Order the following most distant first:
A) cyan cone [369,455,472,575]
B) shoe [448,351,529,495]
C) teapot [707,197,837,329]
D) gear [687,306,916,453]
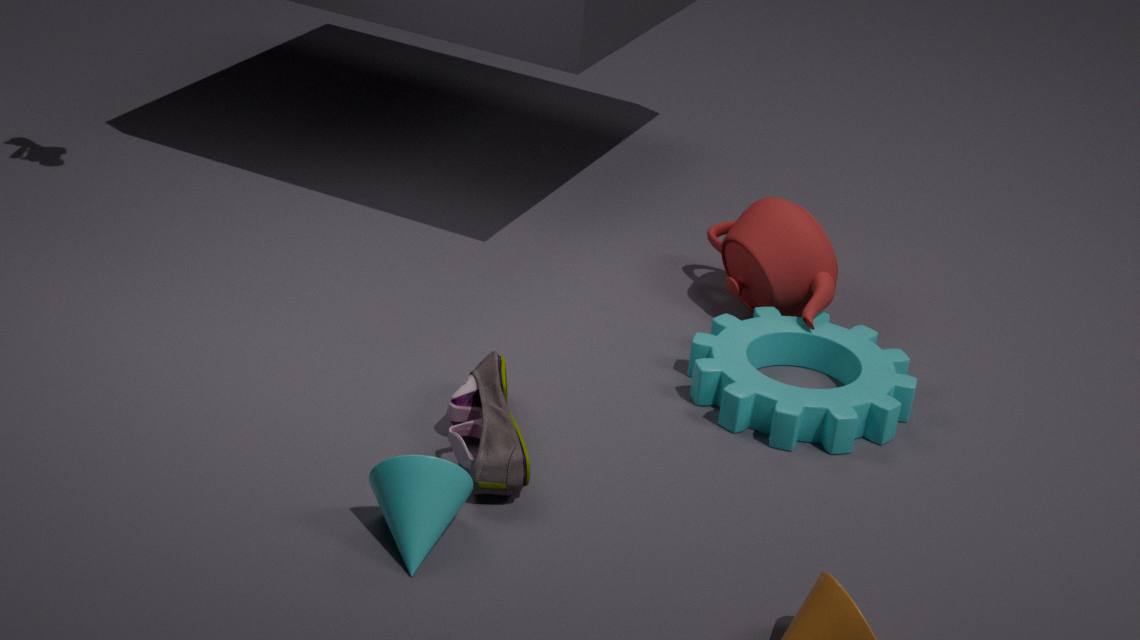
C. teapot [707,197,837,329]
D. gear [687,306,916,453]
B. shoe [448,351,529,495]
A. cyan cone [369,455,472,575]
